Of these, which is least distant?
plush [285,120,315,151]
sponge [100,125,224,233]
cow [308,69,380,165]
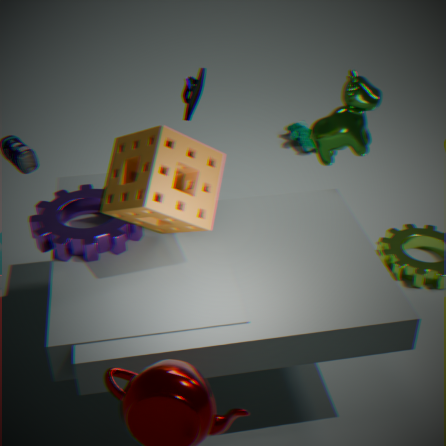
sponge [100,125,224,233]
